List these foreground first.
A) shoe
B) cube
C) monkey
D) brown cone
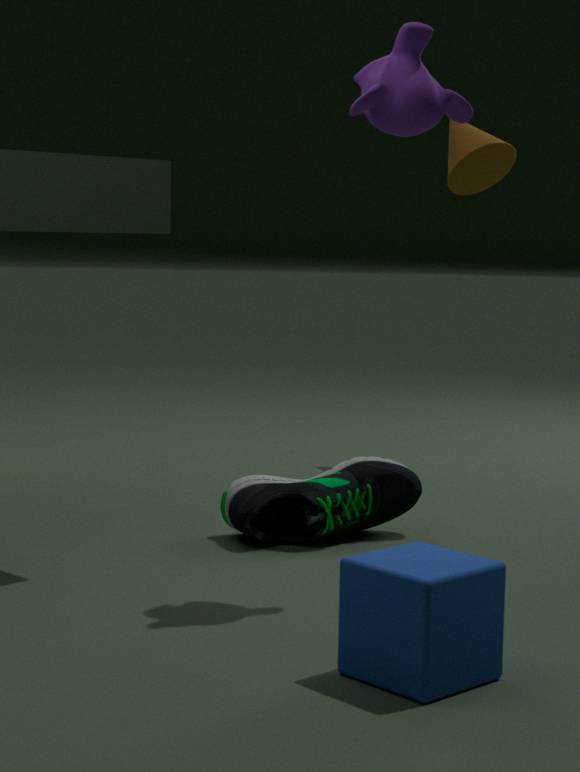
cube
monkey
shoe
brown cone
